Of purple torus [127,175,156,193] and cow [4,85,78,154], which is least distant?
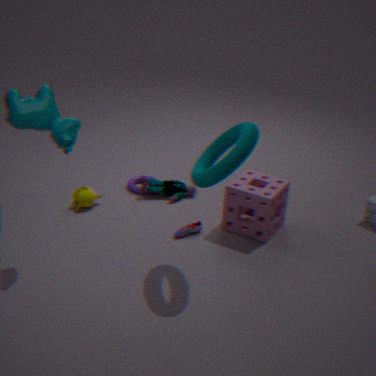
cow [4,85,78,154]
